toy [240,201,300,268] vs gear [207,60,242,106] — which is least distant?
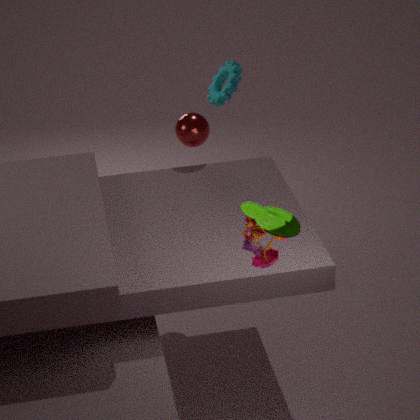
toy [240,201,300,268]
